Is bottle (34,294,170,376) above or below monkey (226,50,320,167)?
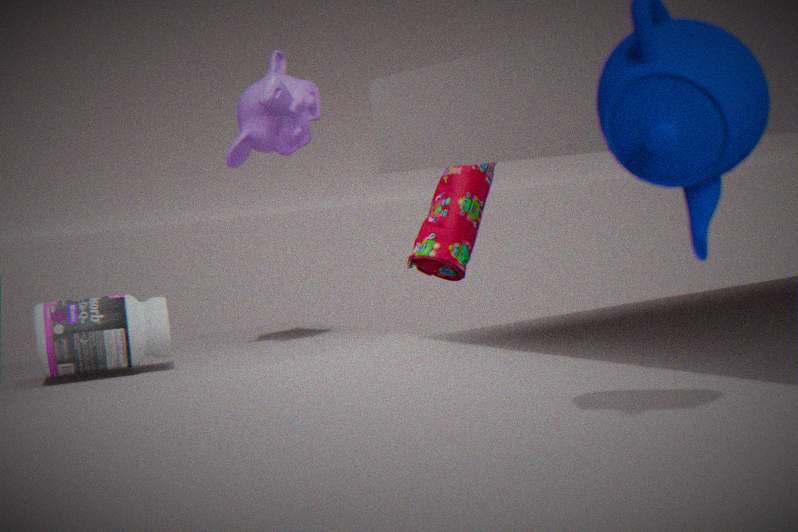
below
